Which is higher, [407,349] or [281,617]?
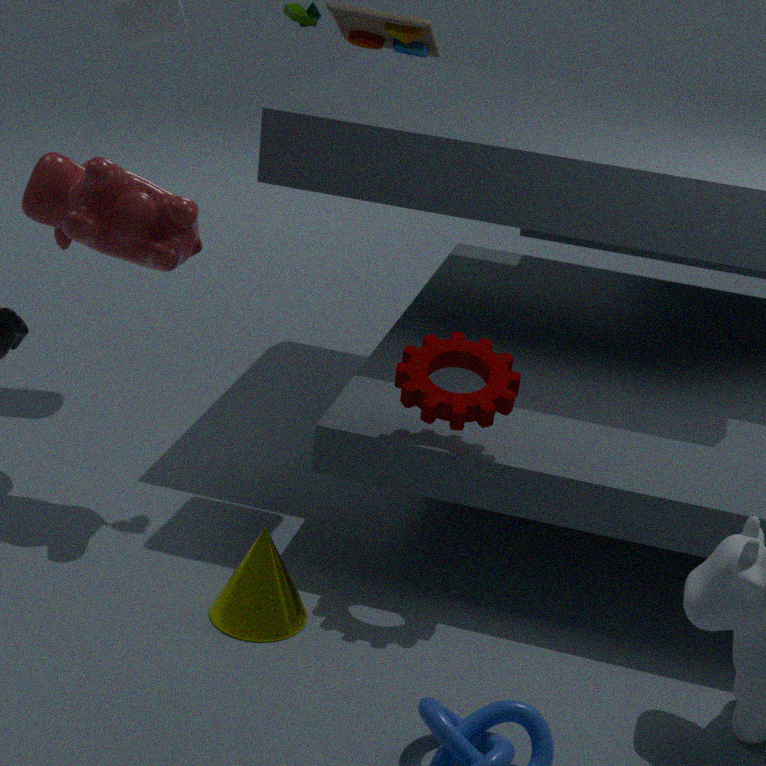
[407,349]
